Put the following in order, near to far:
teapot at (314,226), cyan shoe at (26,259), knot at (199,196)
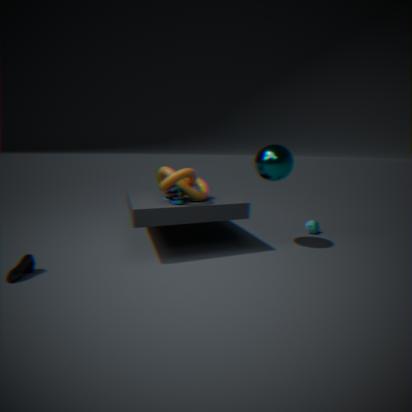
1. cyan shoe at (26,259)
2. knot at (199,196)
3. teapot at (314,226)
